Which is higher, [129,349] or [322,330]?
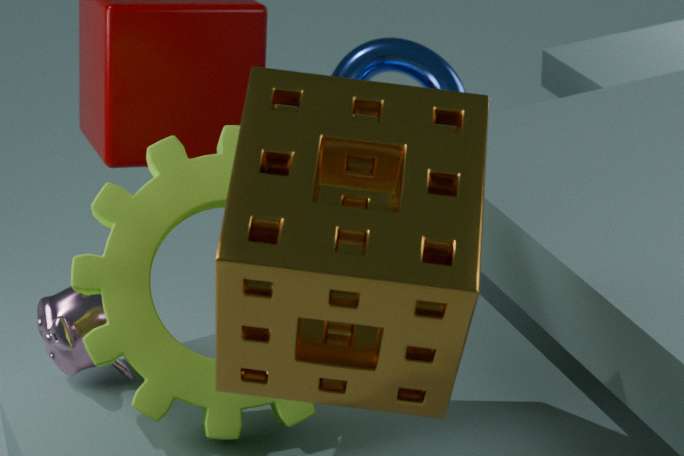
[322,330]
